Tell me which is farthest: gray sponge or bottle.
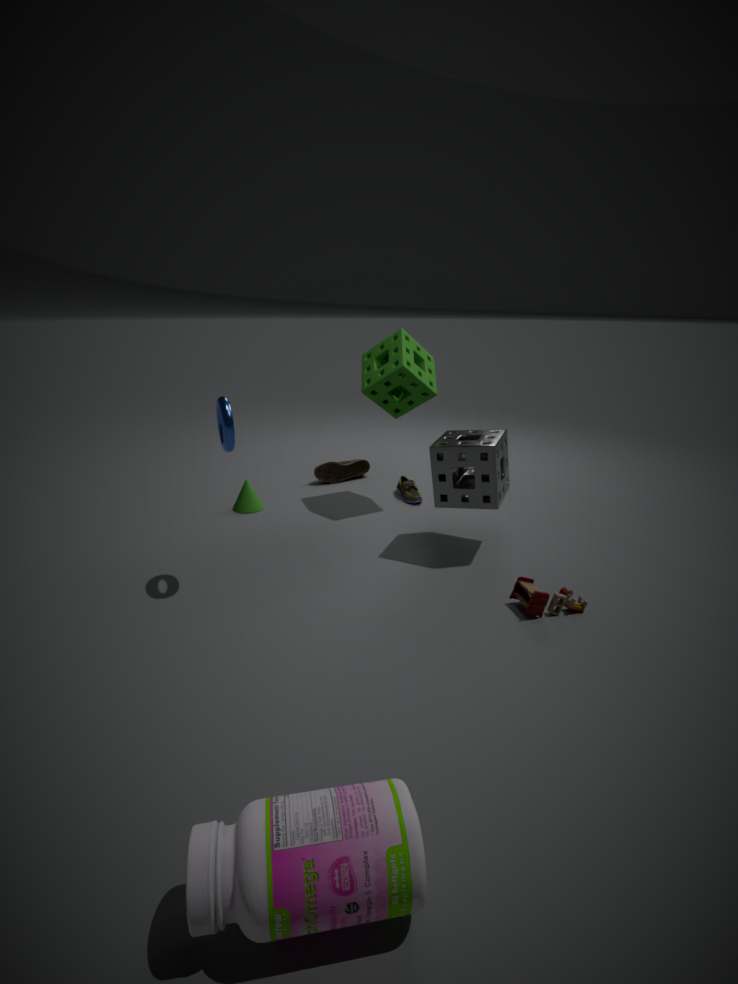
gray sponge
